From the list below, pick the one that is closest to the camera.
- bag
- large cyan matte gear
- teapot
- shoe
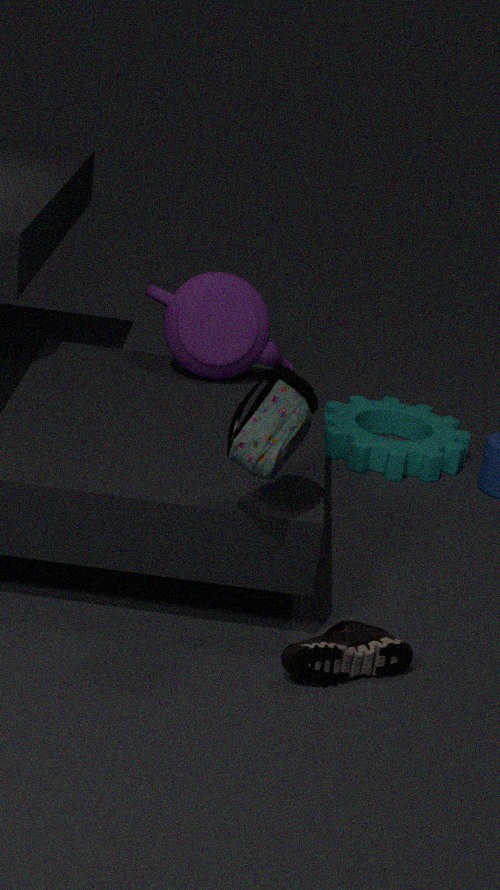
bag
